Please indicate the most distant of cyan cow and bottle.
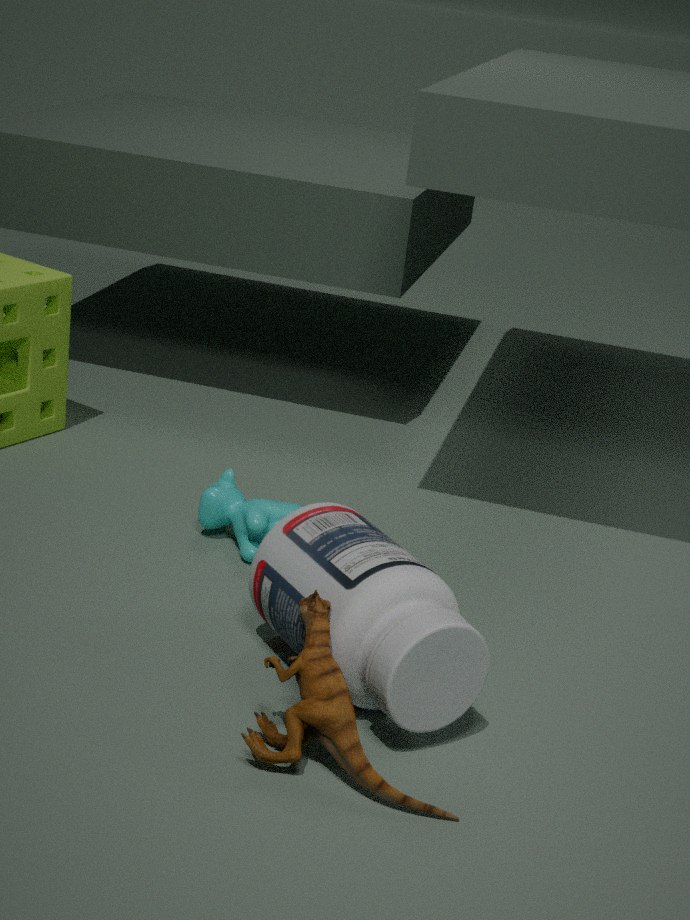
cyan cow
